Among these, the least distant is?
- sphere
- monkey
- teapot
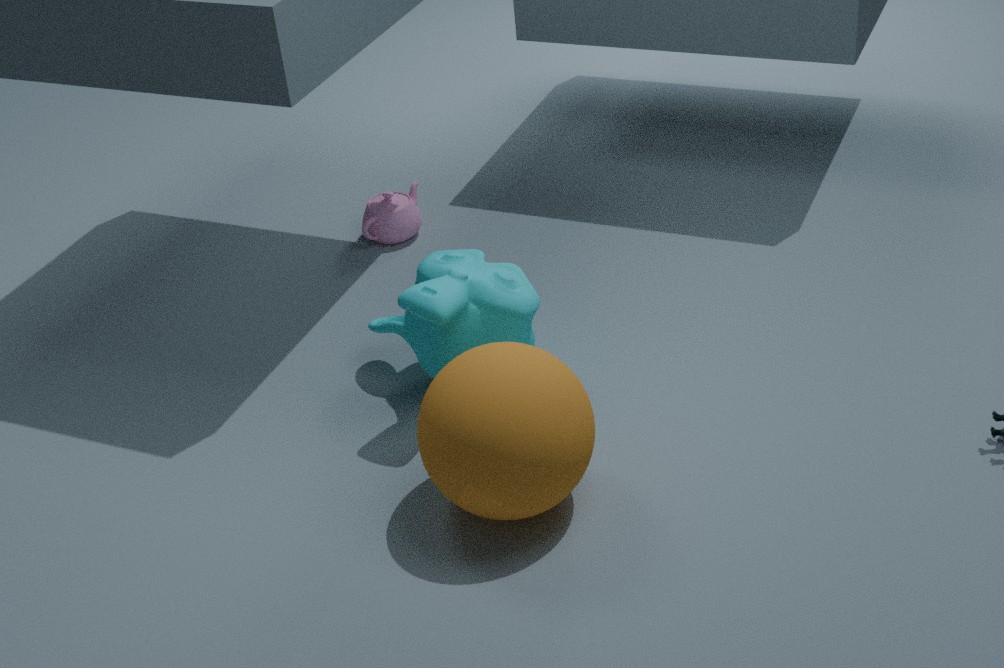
sphere
